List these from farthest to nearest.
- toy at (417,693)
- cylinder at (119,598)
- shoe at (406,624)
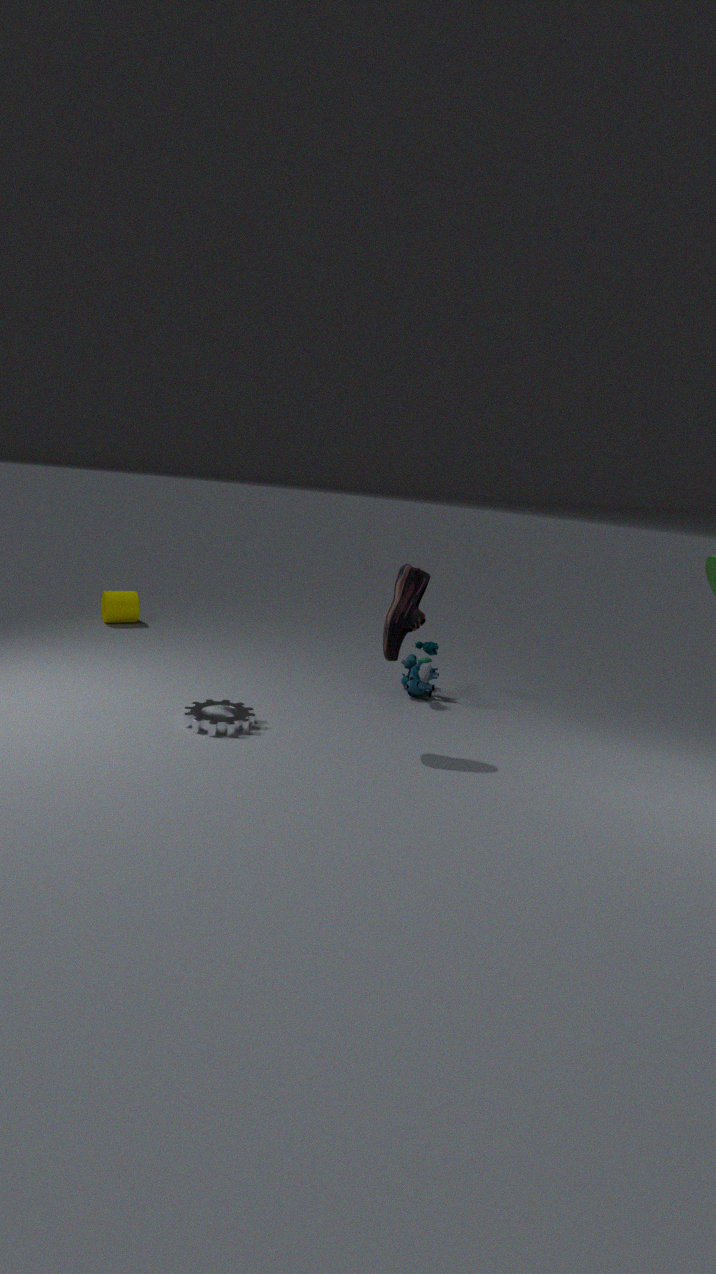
cylinder at (119,598), toy at (417,693), shoe at (406,624)
